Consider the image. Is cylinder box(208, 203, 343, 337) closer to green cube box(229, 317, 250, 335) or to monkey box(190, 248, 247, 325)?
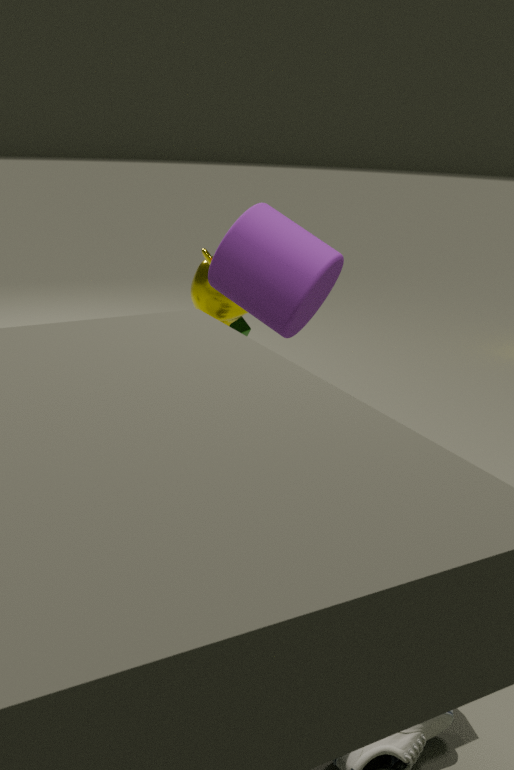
monkey box(190, 248, 247, 325)
